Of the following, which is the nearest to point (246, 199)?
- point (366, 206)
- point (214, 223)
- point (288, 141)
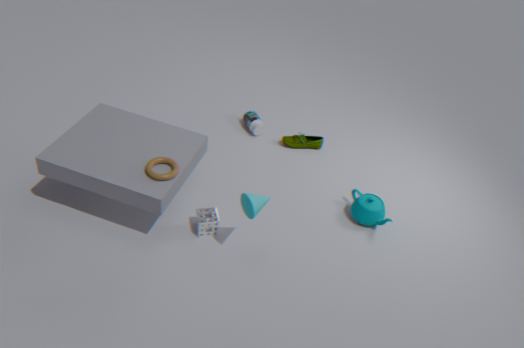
point (214, 223)
